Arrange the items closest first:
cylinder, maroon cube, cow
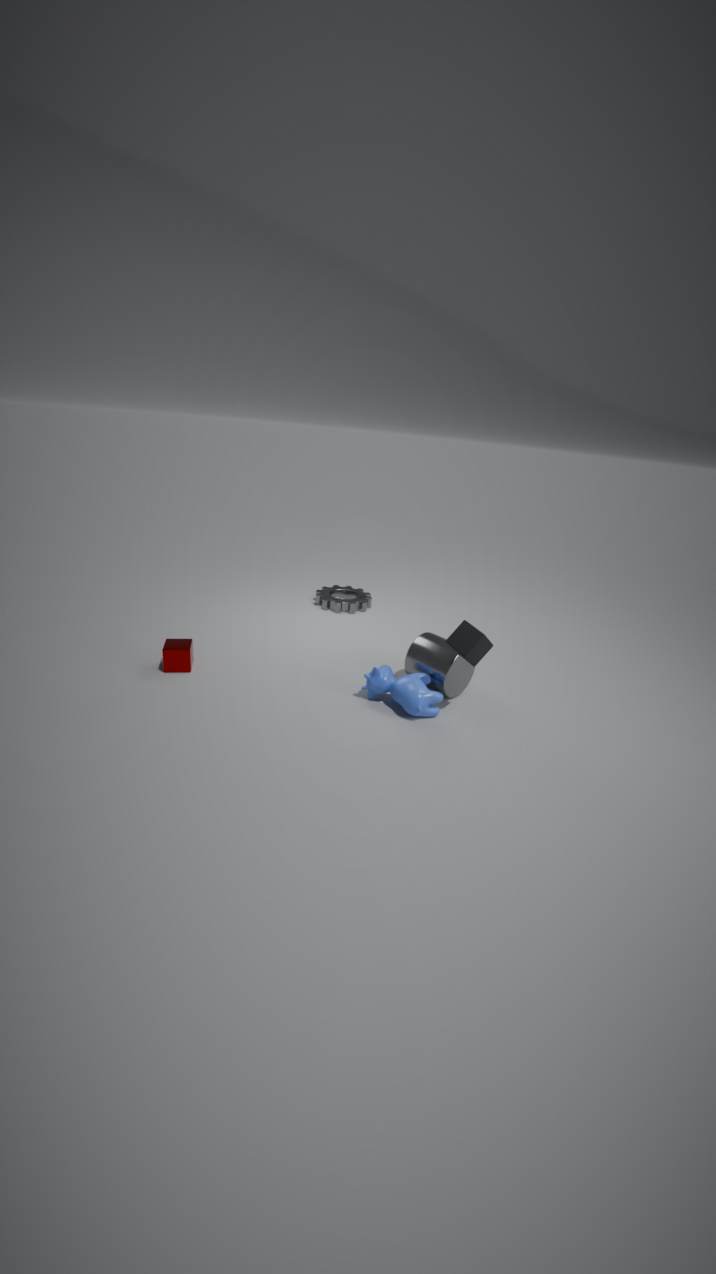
cow < cylinder < maroon cube
